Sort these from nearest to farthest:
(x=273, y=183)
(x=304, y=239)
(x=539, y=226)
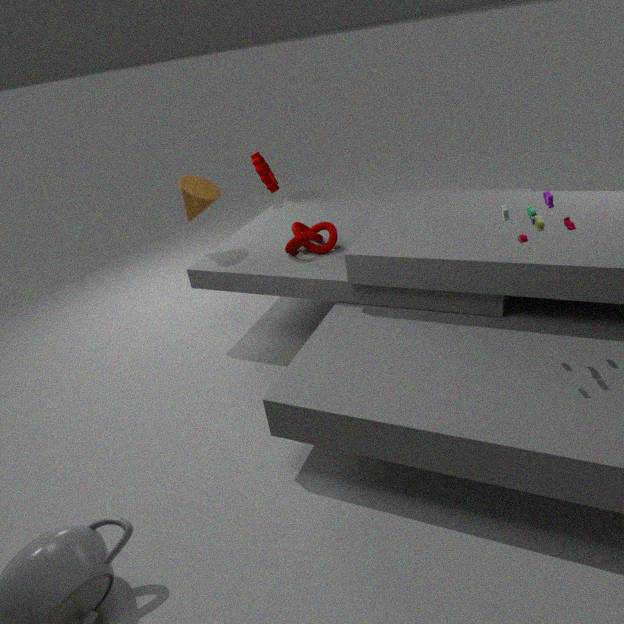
1. (x=539, y=226)
2. (x=304, y=239)
3. (x=273, y=183)
